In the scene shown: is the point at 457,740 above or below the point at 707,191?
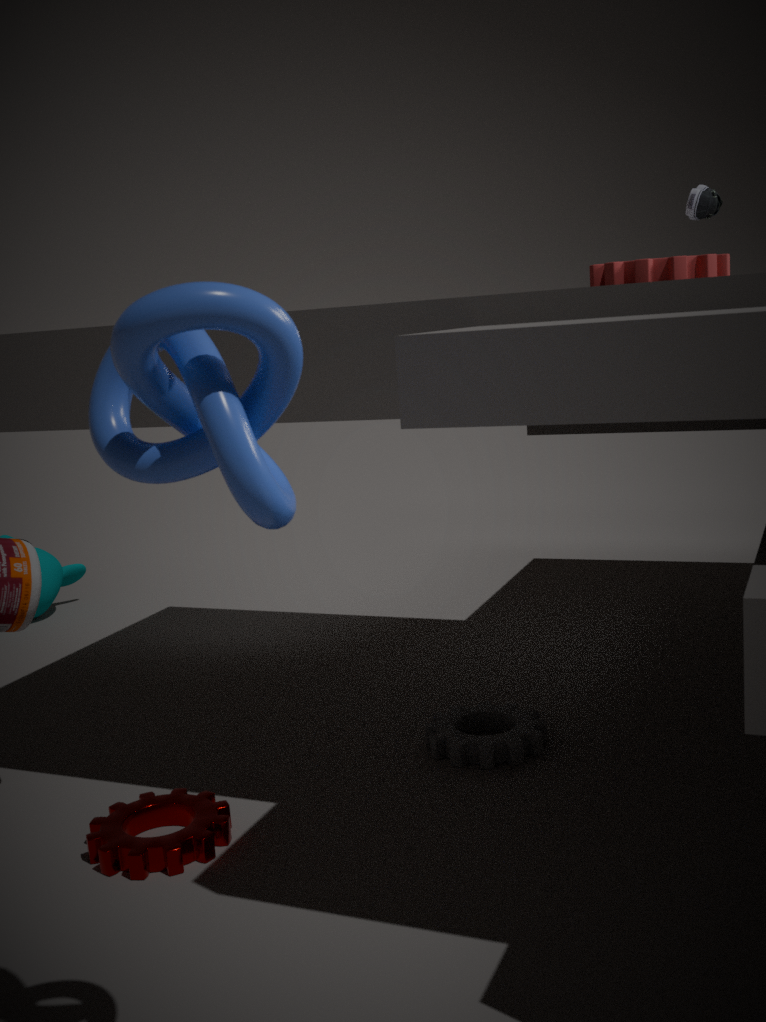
below
